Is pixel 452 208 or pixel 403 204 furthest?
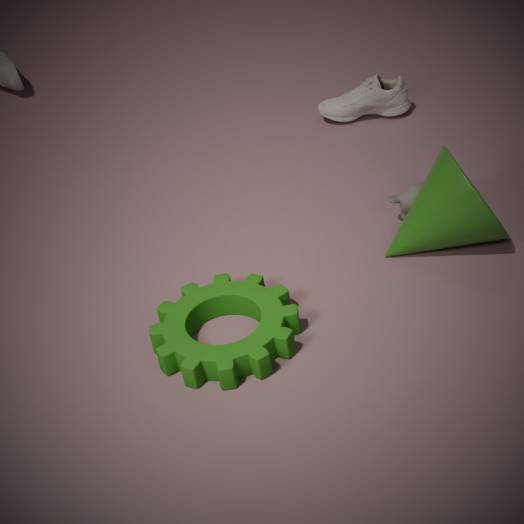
pixel 403 204
